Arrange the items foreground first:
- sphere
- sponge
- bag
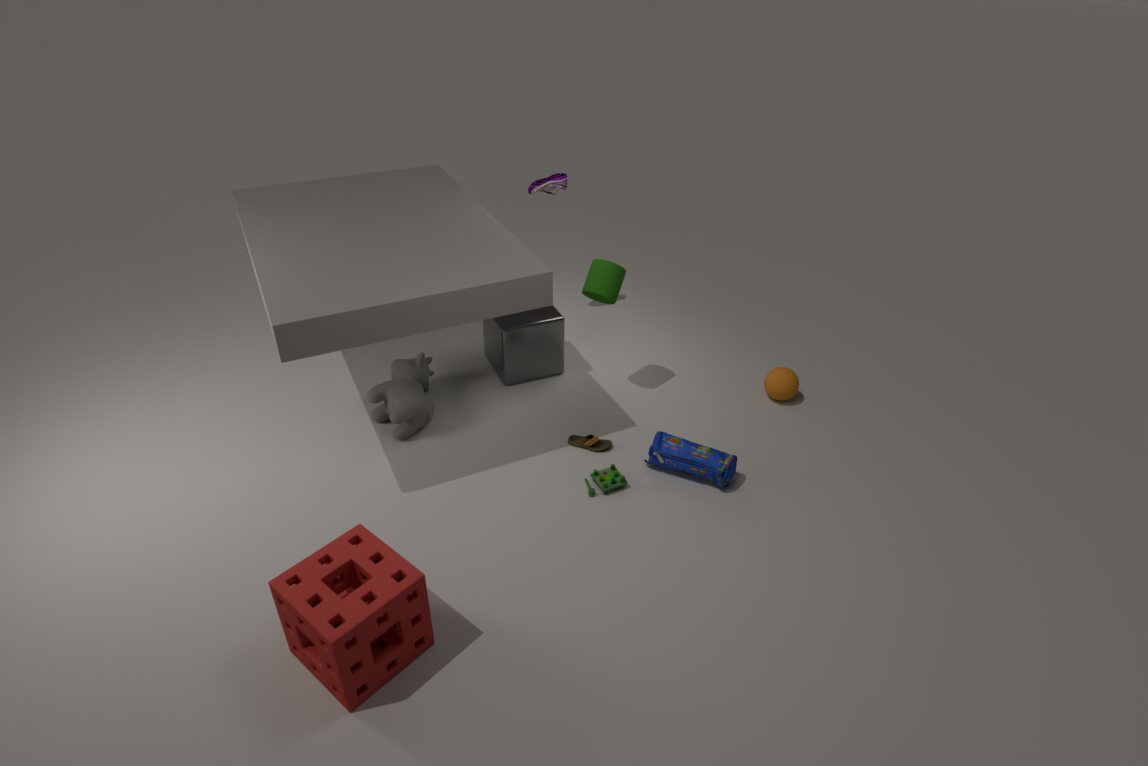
sponge, bag, sphere
